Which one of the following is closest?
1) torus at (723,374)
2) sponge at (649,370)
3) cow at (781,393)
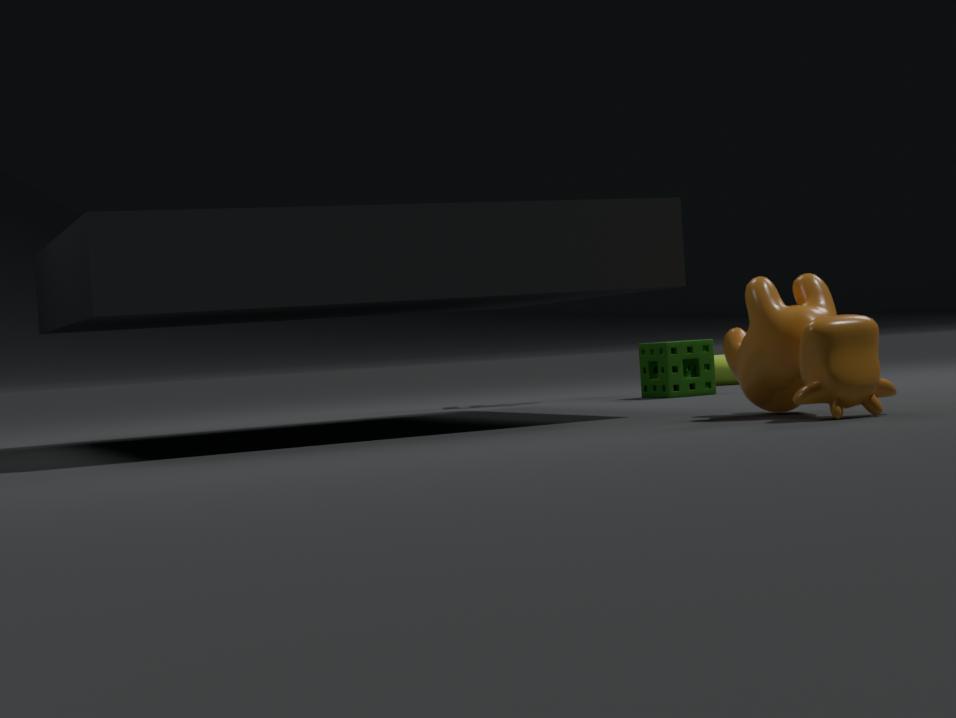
3. cow at (781,393)
